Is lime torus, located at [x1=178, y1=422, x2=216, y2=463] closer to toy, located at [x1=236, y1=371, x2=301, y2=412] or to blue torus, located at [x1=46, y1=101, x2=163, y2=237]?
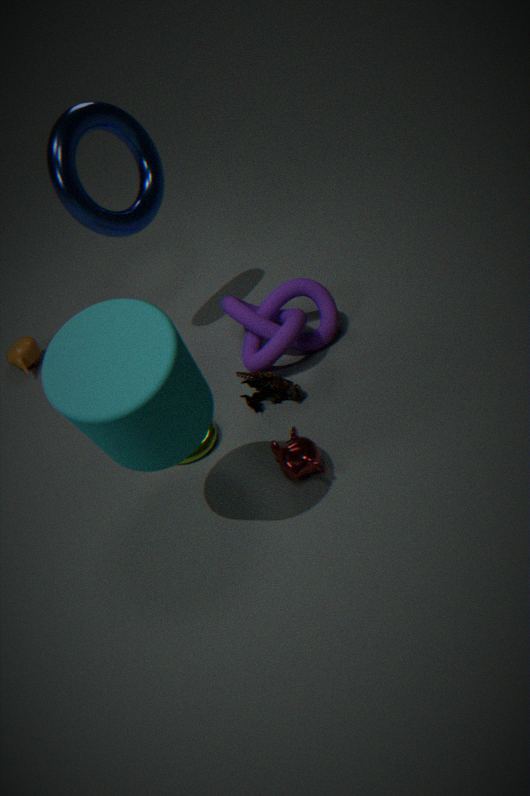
toy, located at [x1=236, y1=371, x2=301, y2=412]
